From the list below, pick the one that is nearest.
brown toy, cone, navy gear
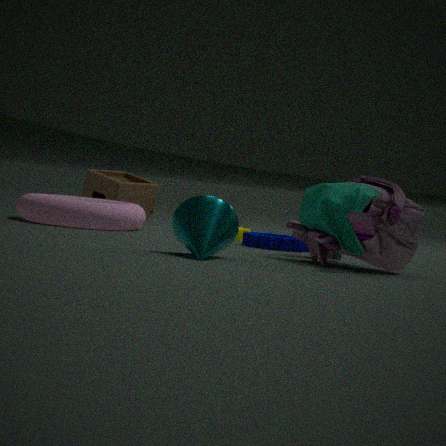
cone
